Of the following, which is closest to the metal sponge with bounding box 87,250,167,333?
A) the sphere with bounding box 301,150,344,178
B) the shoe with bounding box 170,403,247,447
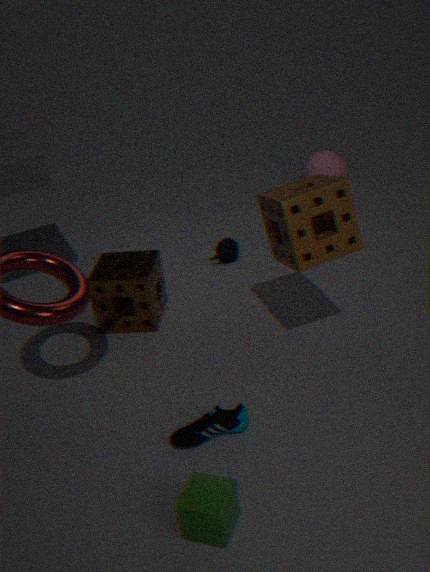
the shoe with bounding box 170,403,247,447
